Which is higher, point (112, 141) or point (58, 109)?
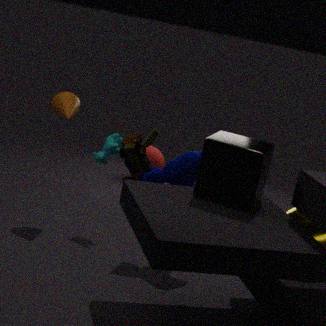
point (58, 109)
